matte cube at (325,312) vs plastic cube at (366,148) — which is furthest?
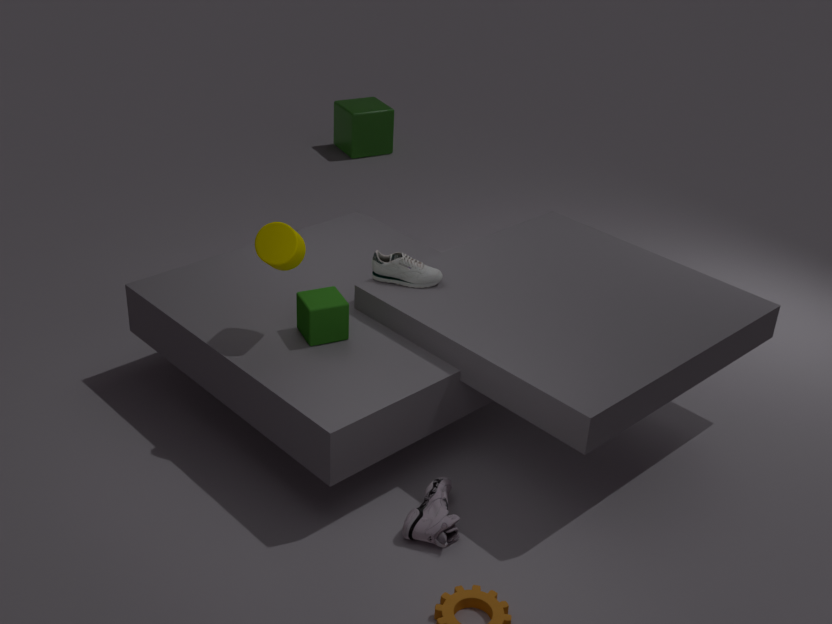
plastic cube at (366,148)
